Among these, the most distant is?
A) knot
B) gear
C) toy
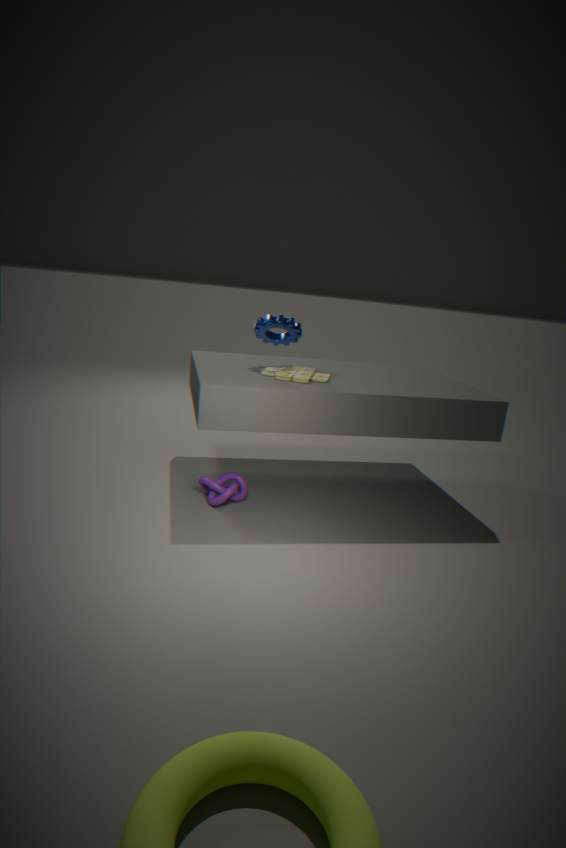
gear
